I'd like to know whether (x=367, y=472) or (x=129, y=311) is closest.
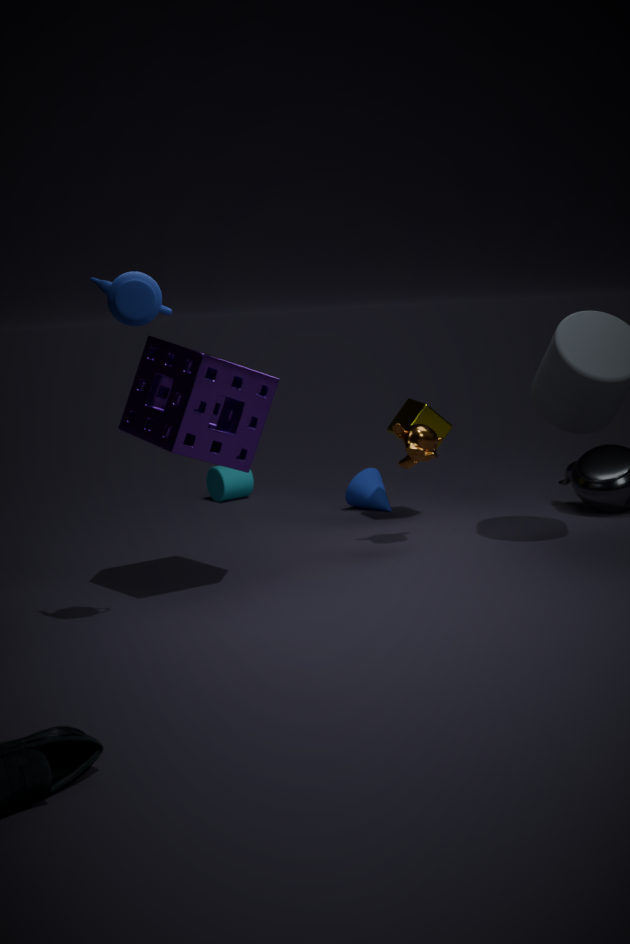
(x=129, y=311)
